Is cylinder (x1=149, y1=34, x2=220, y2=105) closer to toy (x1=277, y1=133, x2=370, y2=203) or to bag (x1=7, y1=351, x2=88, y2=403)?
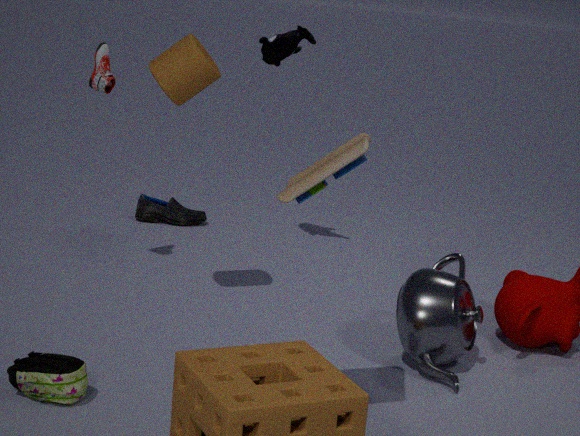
toy (x1=277, y1=133, x2=370, y2=203)
